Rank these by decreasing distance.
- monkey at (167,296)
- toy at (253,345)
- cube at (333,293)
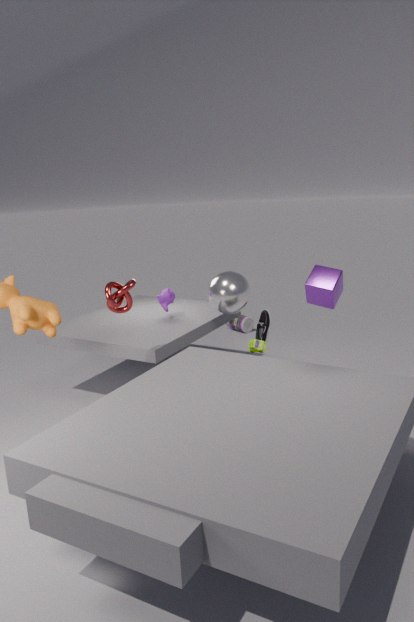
1. monkey at (167,296)
2. toy at (253,345)
3. cube at (333,293)
